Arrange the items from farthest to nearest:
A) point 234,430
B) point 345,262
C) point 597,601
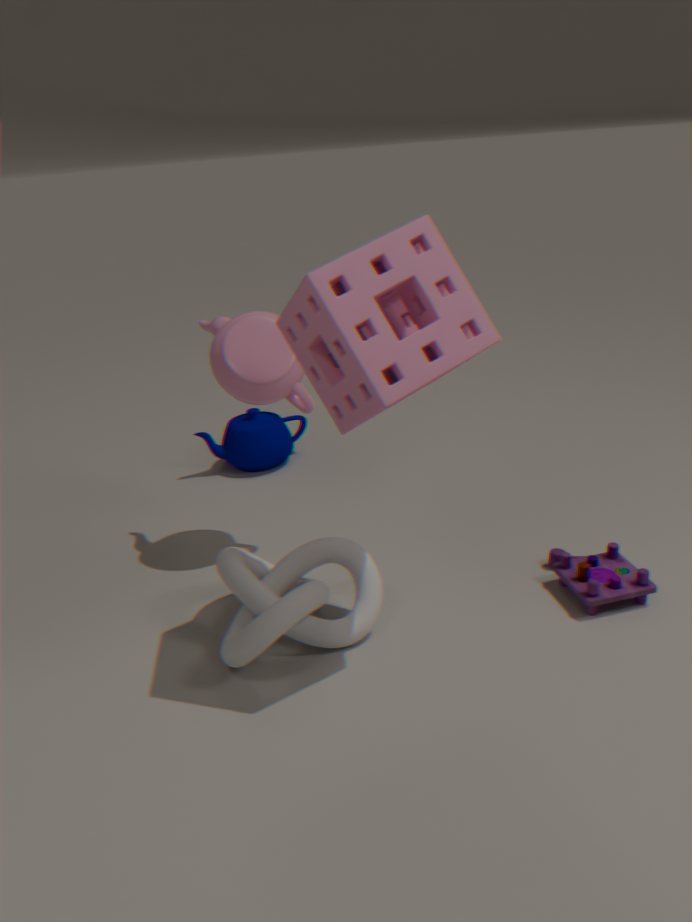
point 234,430, point 597,601, point 345,262
